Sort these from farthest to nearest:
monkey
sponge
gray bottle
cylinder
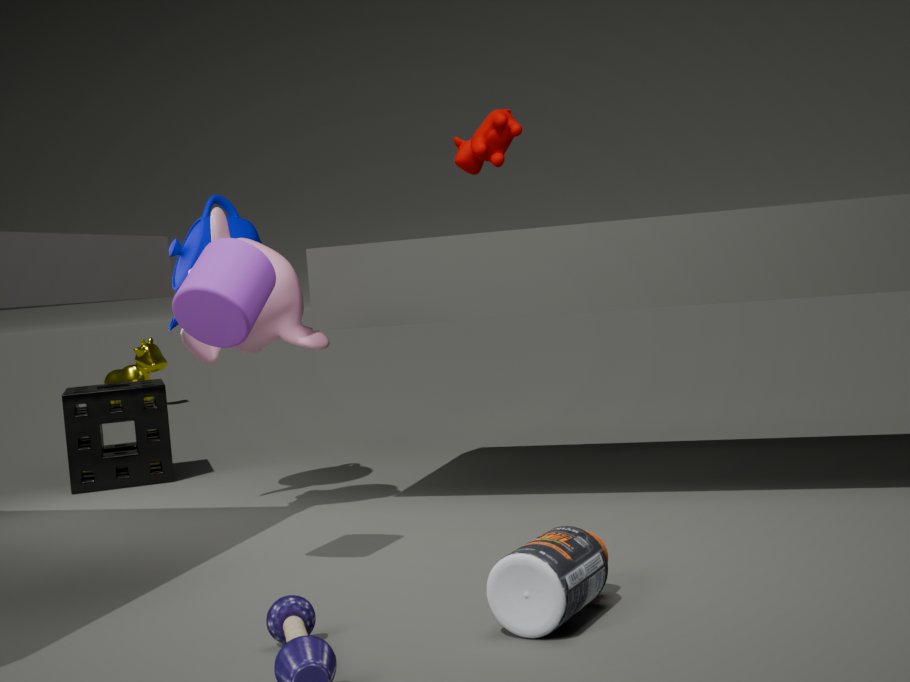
sponge < monkey < cylinder < gray bottle
